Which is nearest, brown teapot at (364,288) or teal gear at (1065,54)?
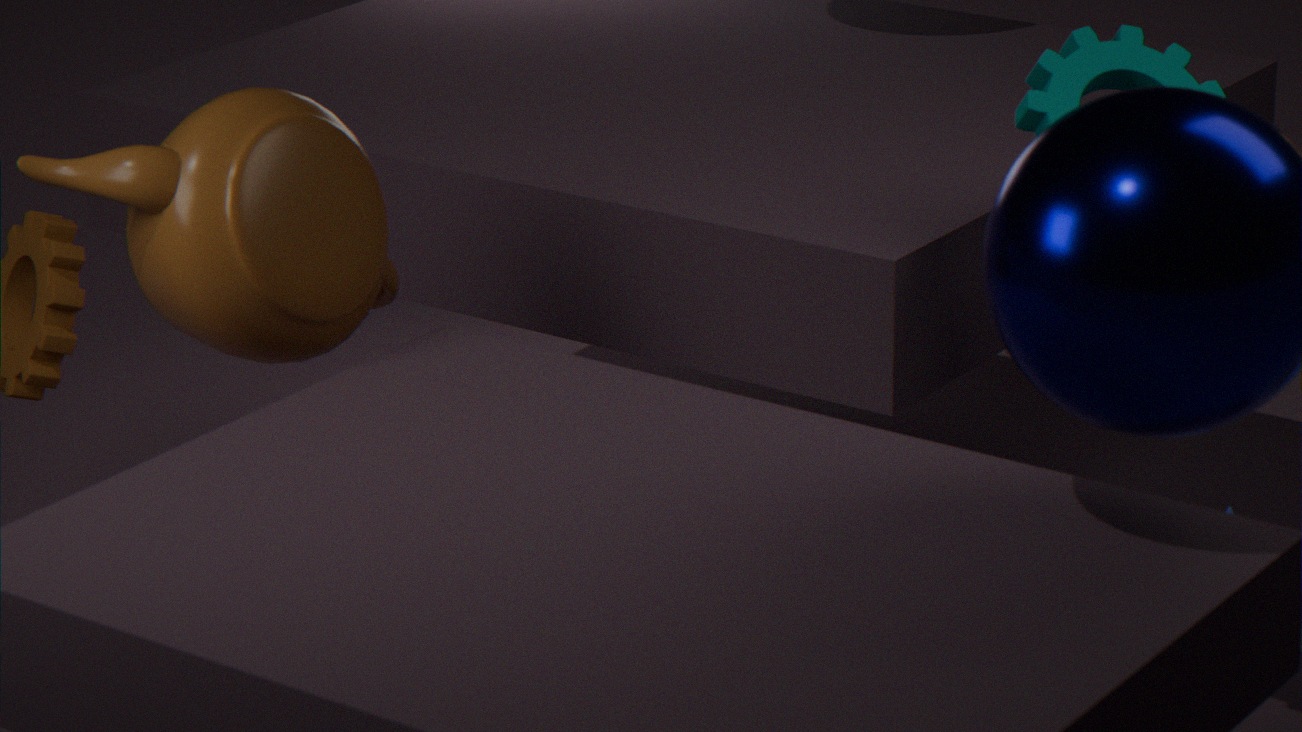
brown teapot at (364,288)
